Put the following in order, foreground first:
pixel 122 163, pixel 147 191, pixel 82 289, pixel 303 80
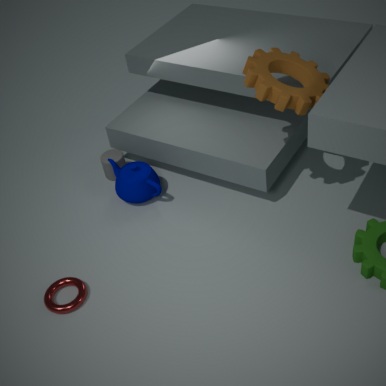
pixel 82 289 → pixel 303 80 → pixel 147 191 → pixel 122 163
